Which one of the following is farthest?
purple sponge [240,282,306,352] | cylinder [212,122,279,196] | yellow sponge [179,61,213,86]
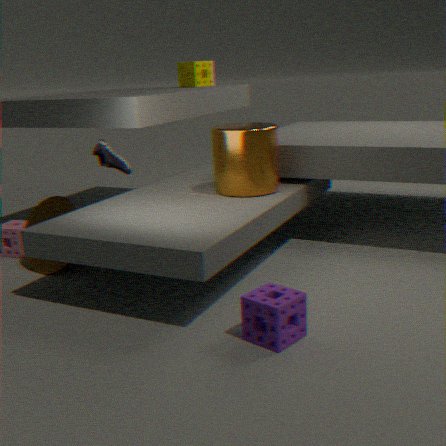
yellow sponge [179,61,213,86]
